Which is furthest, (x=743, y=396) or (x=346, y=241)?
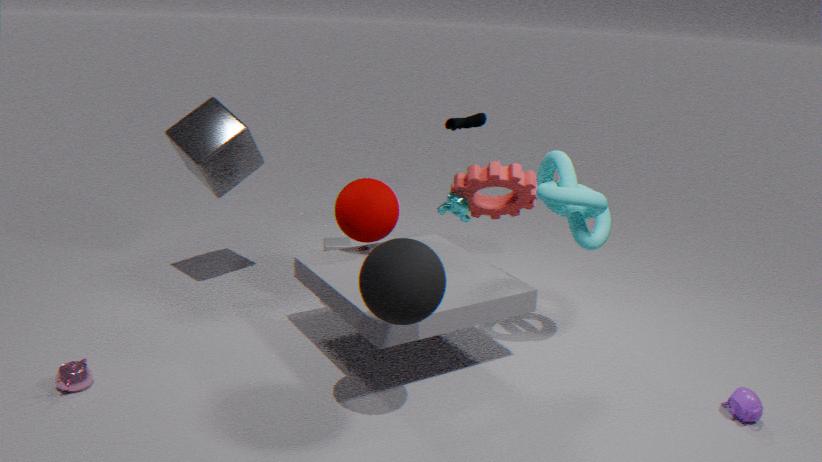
(x=346, y=241)
